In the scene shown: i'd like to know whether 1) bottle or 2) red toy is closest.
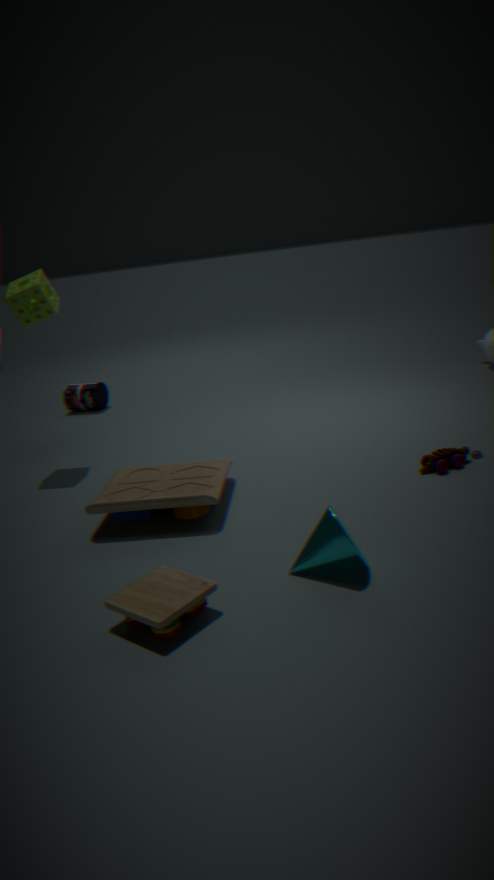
2. red toy
